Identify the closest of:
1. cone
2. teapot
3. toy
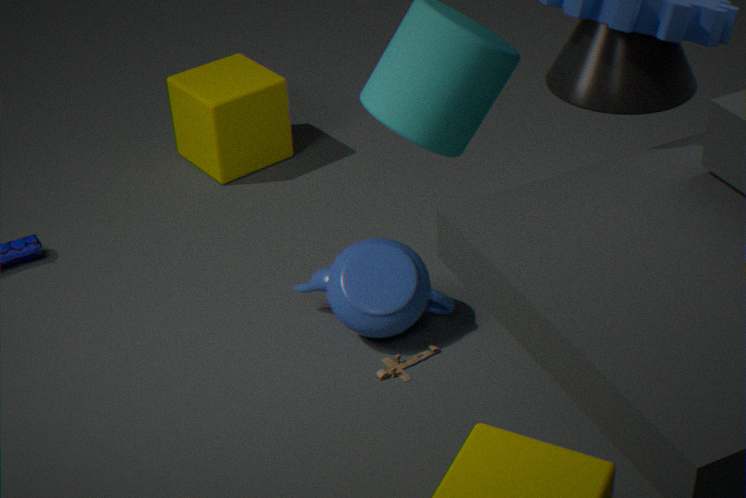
cone
